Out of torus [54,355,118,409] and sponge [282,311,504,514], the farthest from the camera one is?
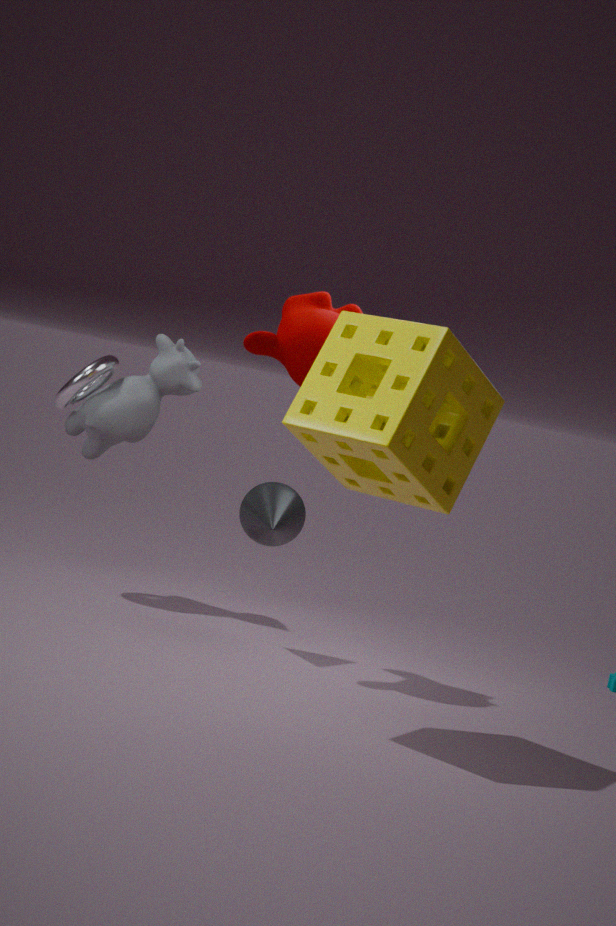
torus [54,355,118,409]
